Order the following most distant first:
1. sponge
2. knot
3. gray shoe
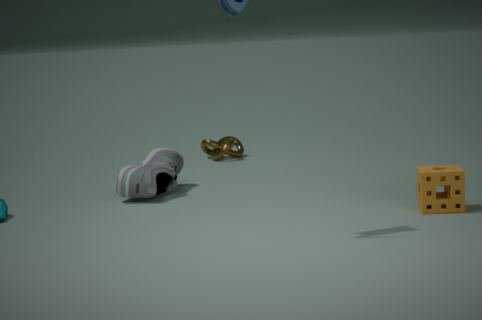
knot
gray shoe
sponge
